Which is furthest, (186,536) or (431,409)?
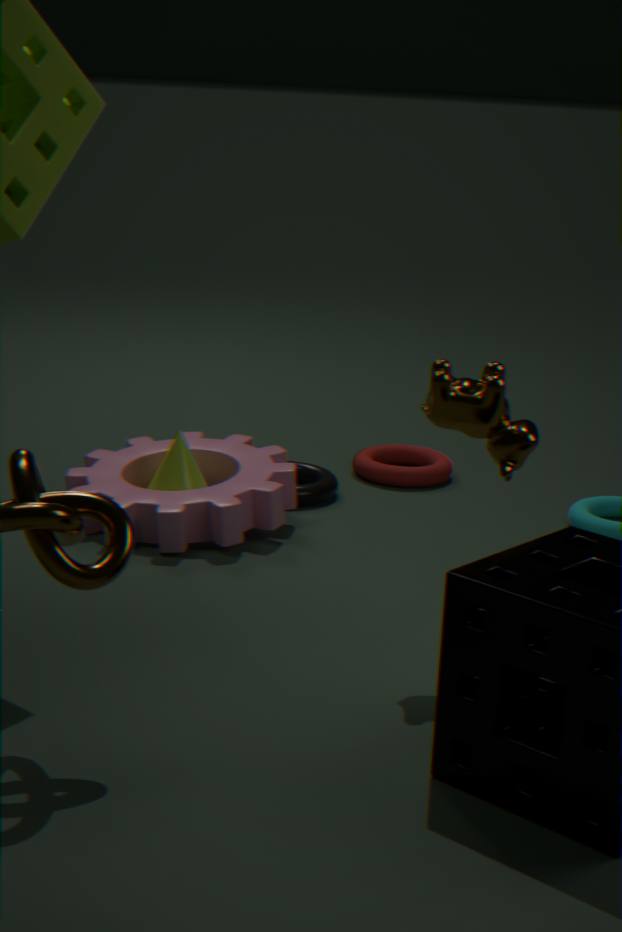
(186,536)
